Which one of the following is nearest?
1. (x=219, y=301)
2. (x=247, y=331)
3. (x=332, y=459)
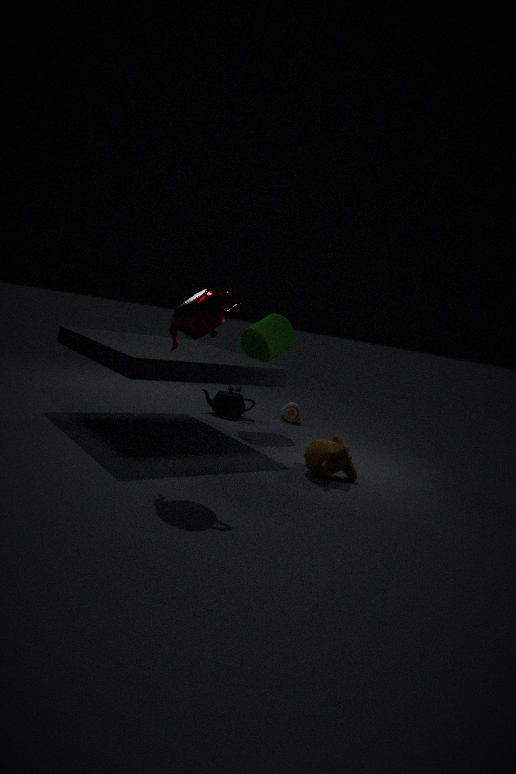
(x=219, y=301)
